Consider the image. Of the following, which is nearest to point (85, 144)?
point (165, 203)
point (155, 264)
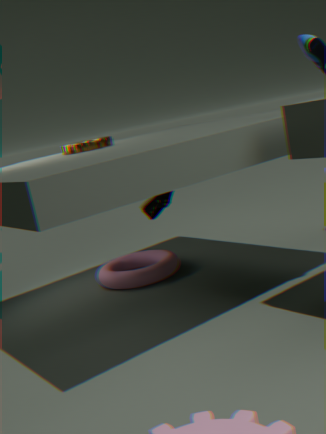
point (165, 203)
